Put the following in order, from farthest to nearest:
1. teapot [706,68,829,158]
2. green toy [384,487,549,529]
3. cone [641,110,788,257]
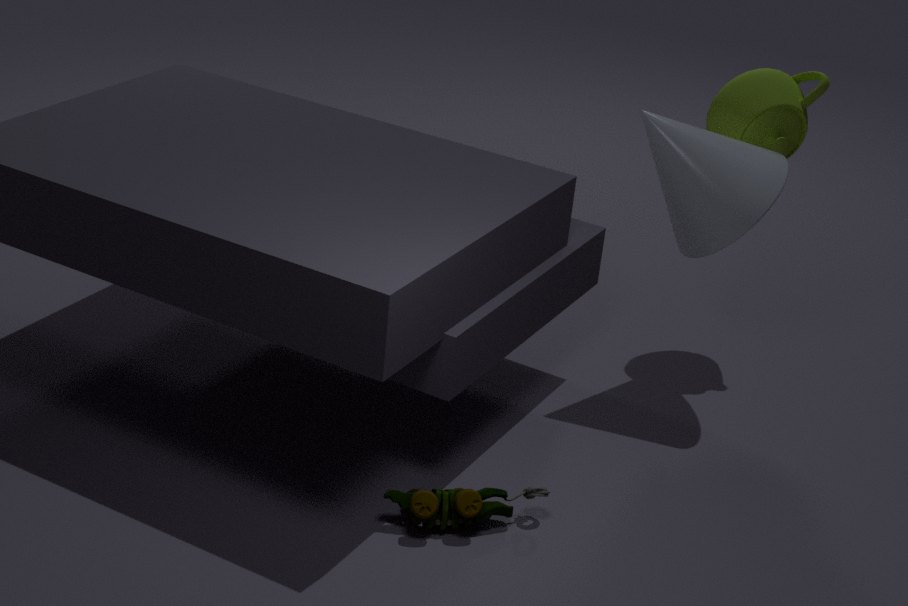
teapot [706,68,829,158] < cone [641,110,788,257] < green toy [384,487,549,529]
